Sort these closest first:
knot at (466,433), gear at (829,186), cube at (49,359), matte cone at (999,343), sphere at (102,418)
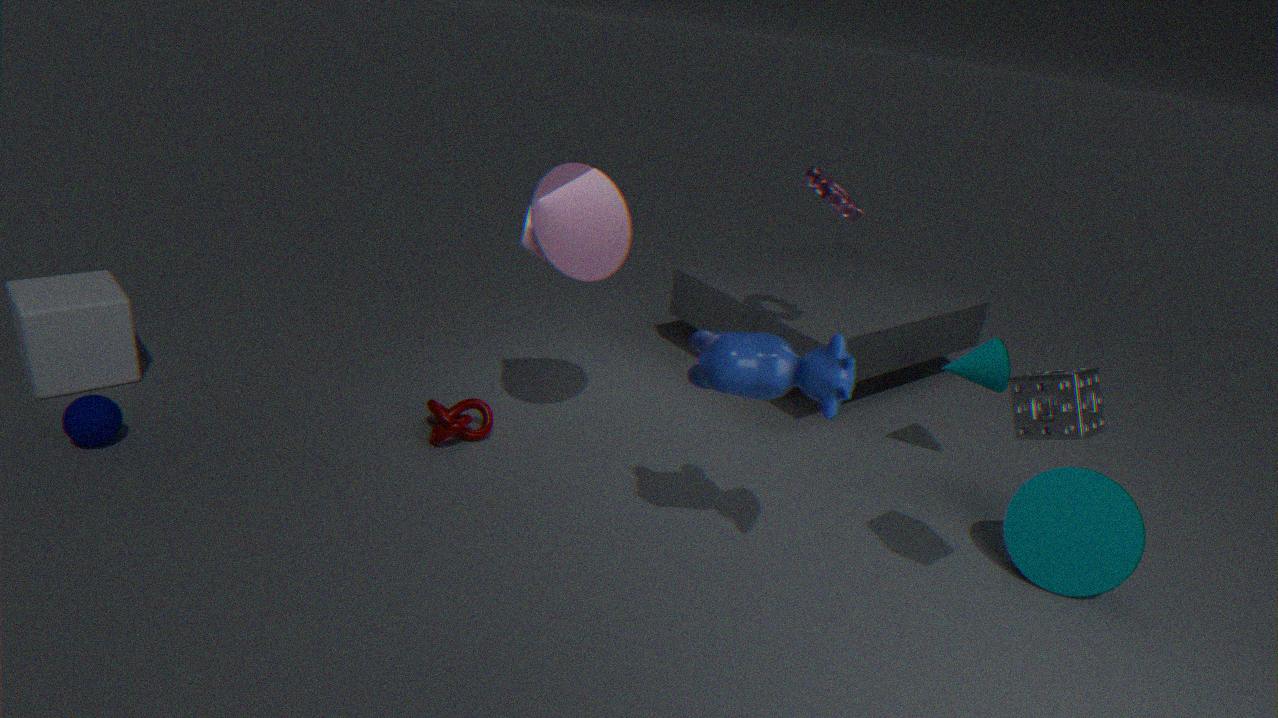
sphere at (102,418) → cube at (49,359) → gear at (829,186) → knot at (466,433) → matte cone at (999,343)
